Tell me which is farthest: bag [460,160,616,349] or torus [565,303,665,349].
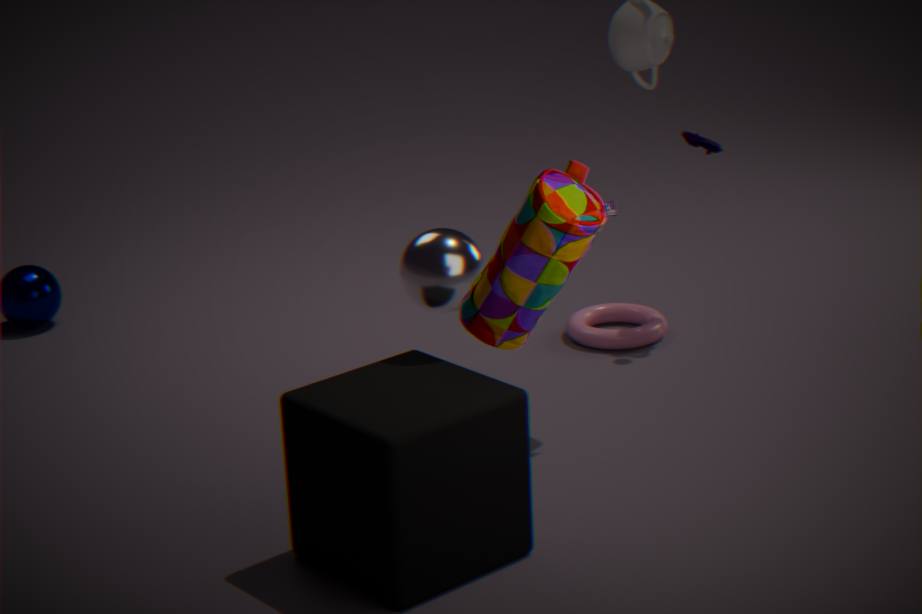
torus [565,303,665,349]
